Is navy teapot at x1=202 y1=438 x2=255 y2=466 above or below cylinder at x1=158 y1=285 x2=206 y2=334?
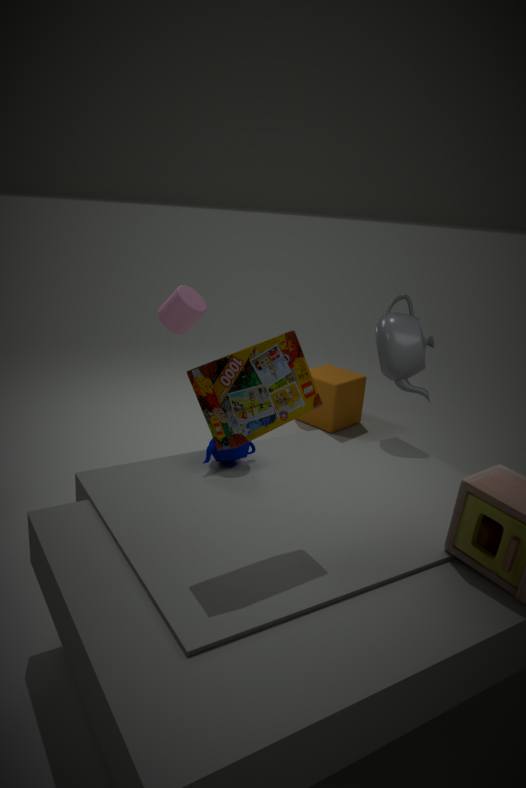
below
